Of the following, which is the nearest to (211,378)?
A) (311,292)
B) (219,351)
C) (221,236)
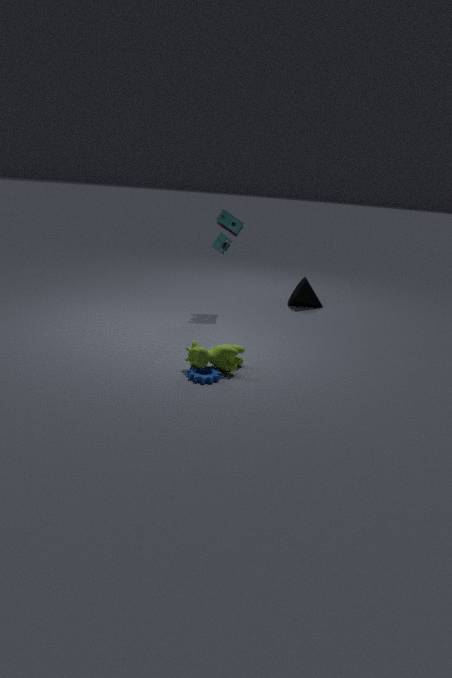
(219,351)
